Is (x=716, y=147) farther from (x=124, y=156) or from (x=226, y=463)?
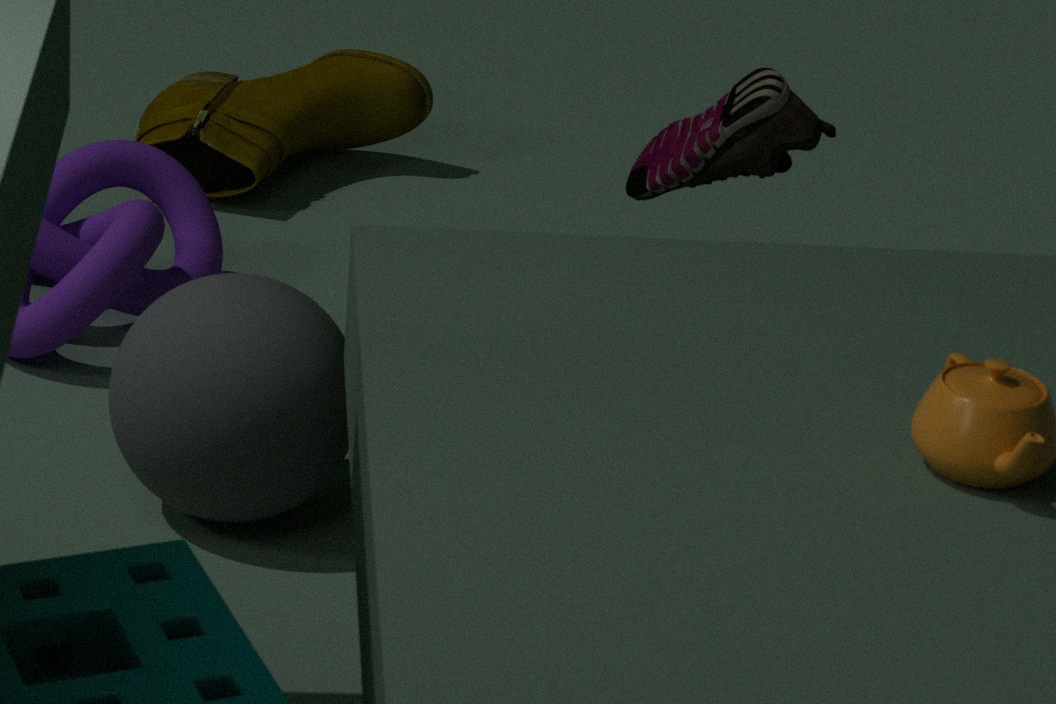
(x=124, y=156)
